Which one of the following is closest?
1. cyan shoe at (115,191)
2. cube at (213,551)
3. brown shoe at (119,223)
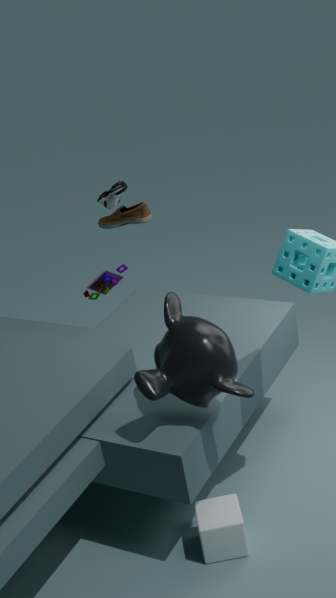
cube at (213,551)
